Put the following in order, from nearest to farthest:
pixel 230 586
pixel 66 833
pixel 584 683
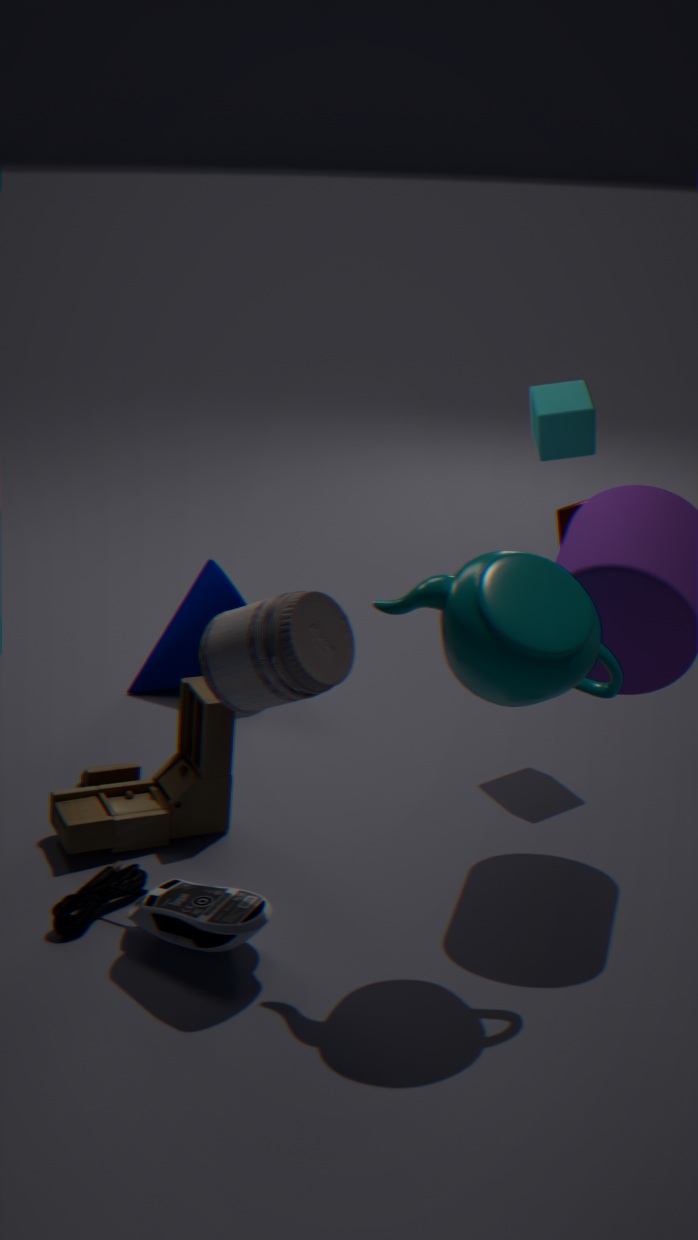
pixel 584 683, pixel 66 833, pixel 230 586
